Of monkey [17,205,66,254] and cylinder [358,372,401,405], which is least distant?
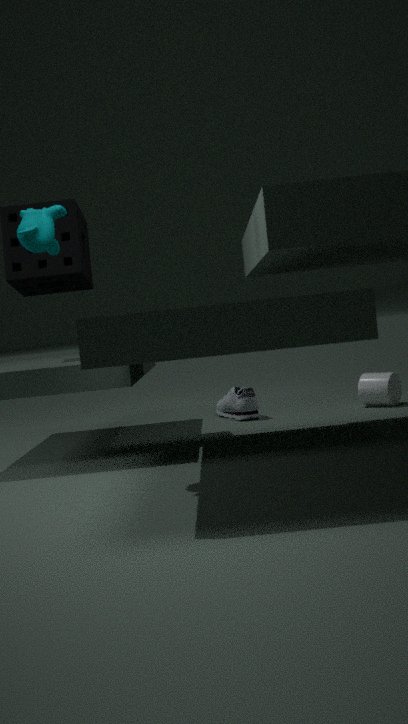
monkey [17,205,66,254]
